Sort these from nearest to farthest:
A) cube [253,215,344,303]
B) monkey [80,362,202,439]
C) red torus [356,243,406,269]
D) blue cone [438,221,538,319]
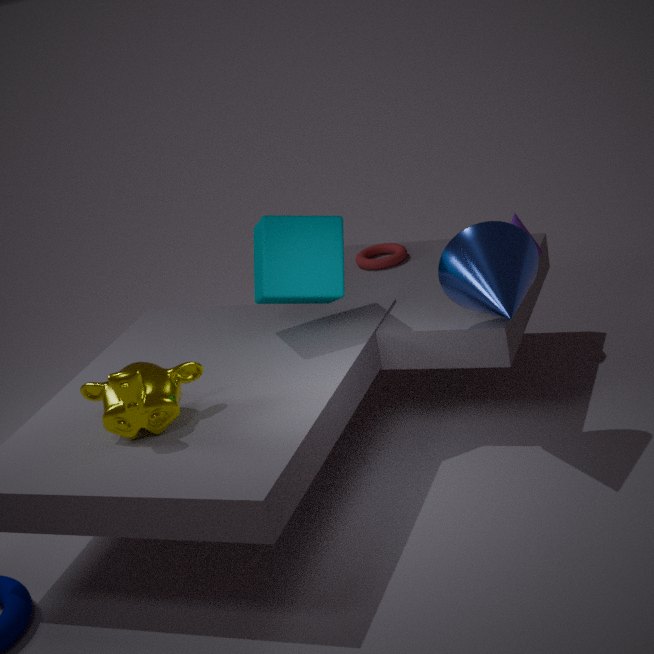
1. monkey [80,362,202,439]
2. blue cone [438,221,538,319]
3. cube [253,215,344,303]
4. red torus [356,243,406,269]
